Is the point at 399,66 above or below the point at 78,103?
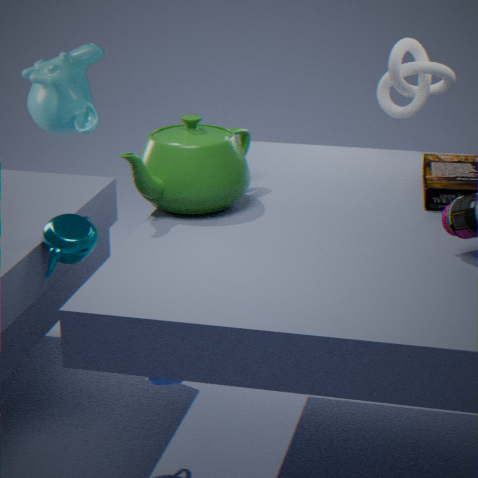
above
